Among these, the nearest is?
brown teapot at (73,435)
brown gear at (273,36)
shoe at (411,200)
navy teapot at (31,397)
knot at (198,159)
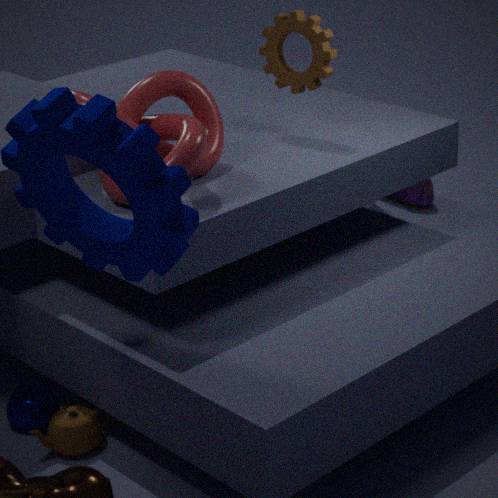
knot at (198,159)
